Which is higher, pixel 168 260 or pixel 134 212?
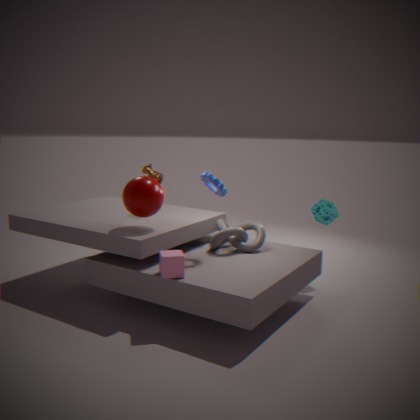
pixel 134 212
